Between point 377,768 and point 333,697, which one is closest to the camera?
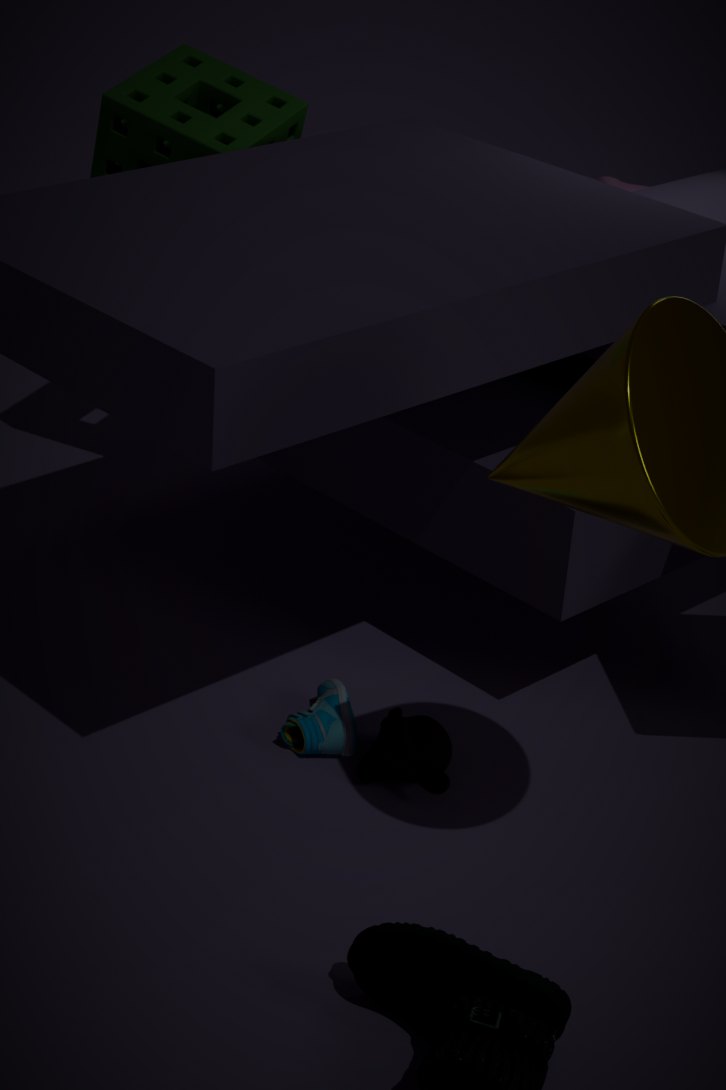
point 377,768
